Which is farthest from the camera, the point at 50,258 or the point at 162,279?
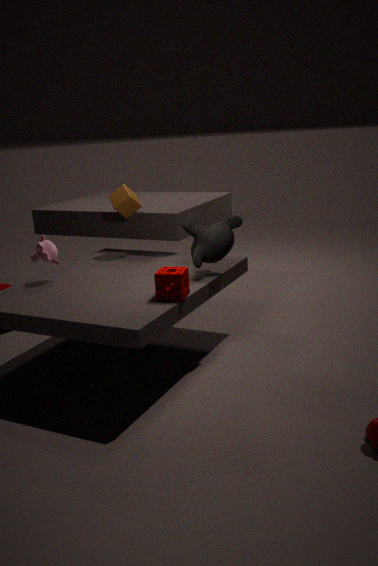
the point at 50,258
